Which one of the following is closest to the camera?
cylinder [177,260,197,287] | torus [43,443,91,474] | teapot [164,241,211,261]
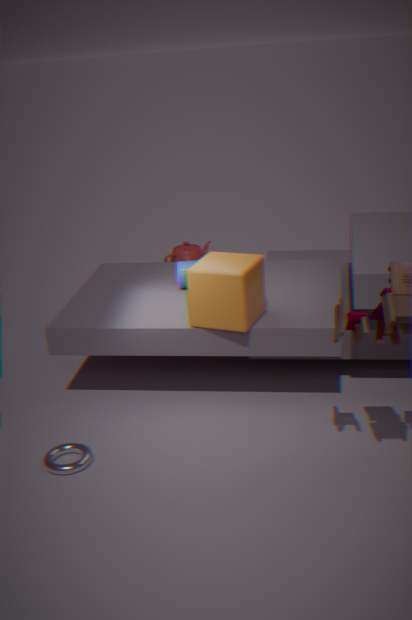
torus [43,443,91,474]
